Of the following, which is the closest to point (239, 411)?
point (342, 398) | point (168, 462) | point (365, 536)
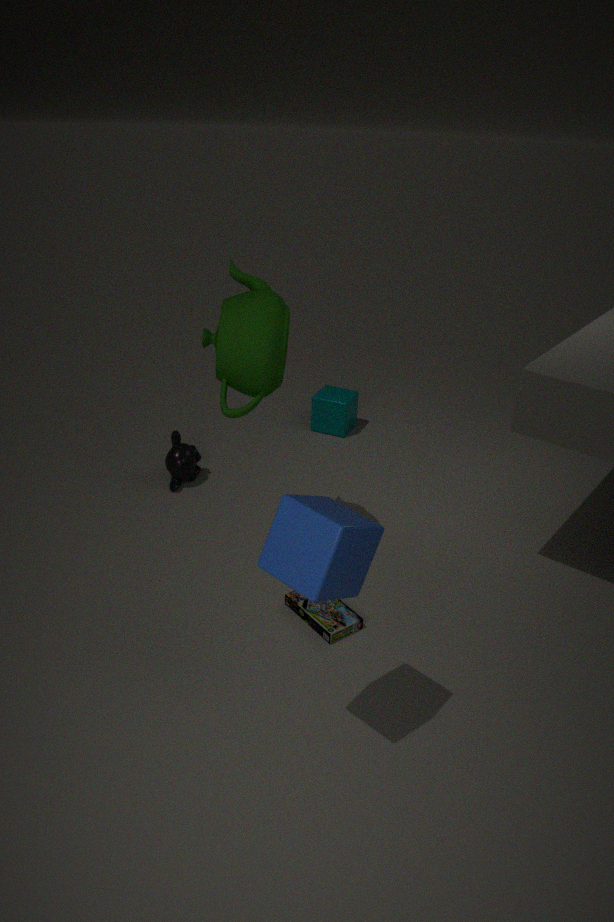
point (365, 536)
